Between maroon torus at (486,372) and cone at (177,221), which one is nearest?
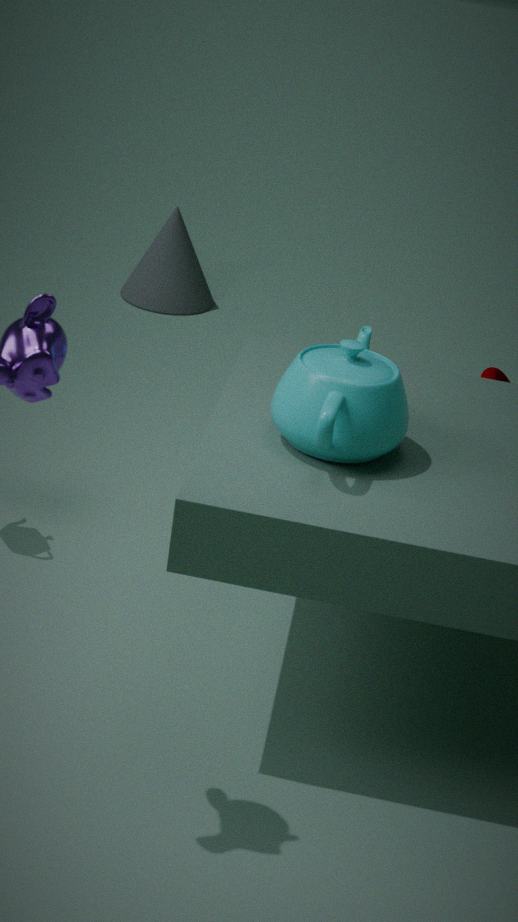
maroon torus at (486,372)
